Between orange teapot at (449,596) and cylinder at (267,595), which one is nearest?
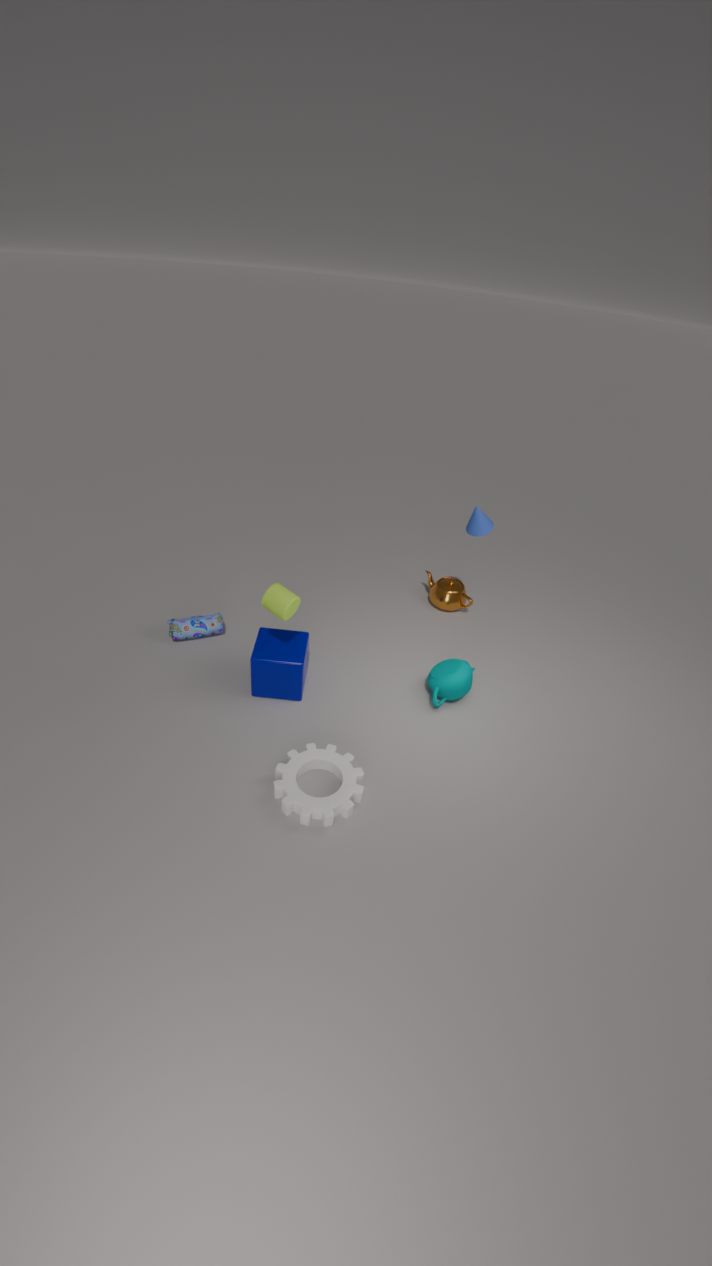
cylinder at (267,595)
